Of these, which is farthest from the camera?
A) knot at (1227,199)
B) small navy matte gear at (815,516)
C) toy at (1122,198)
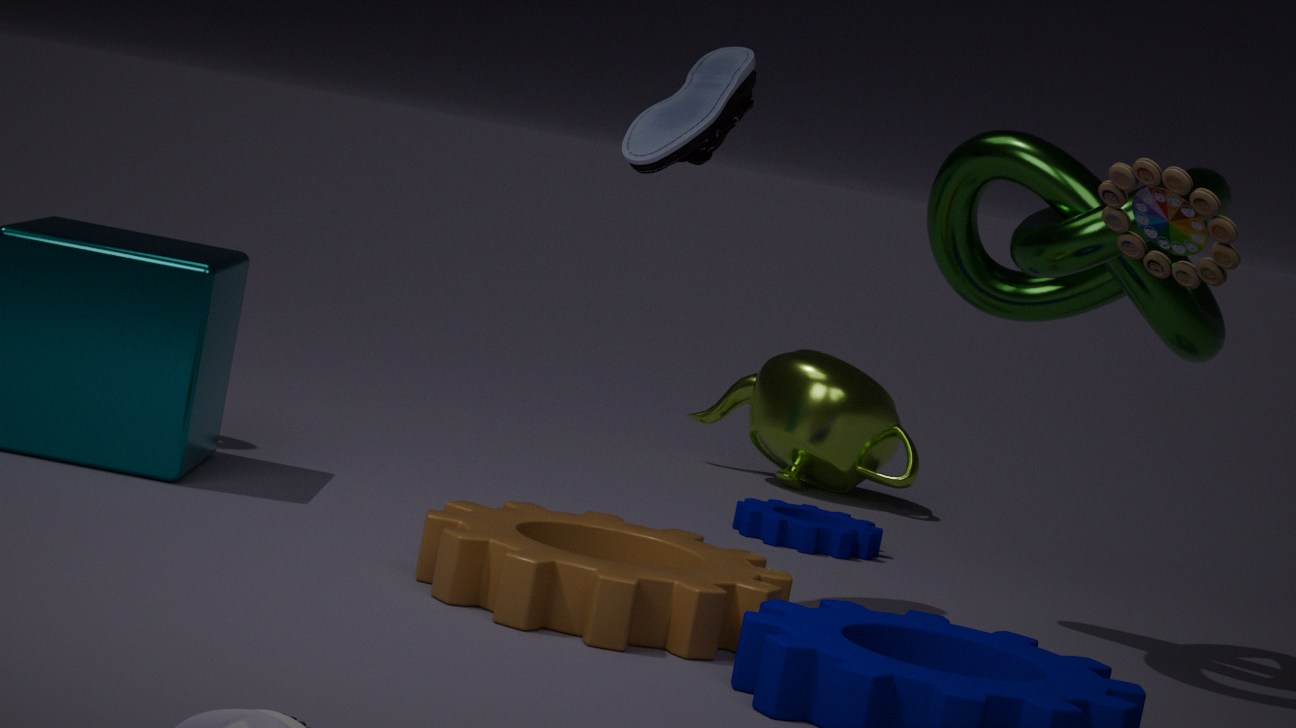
small navy matte gear at (815,516)
